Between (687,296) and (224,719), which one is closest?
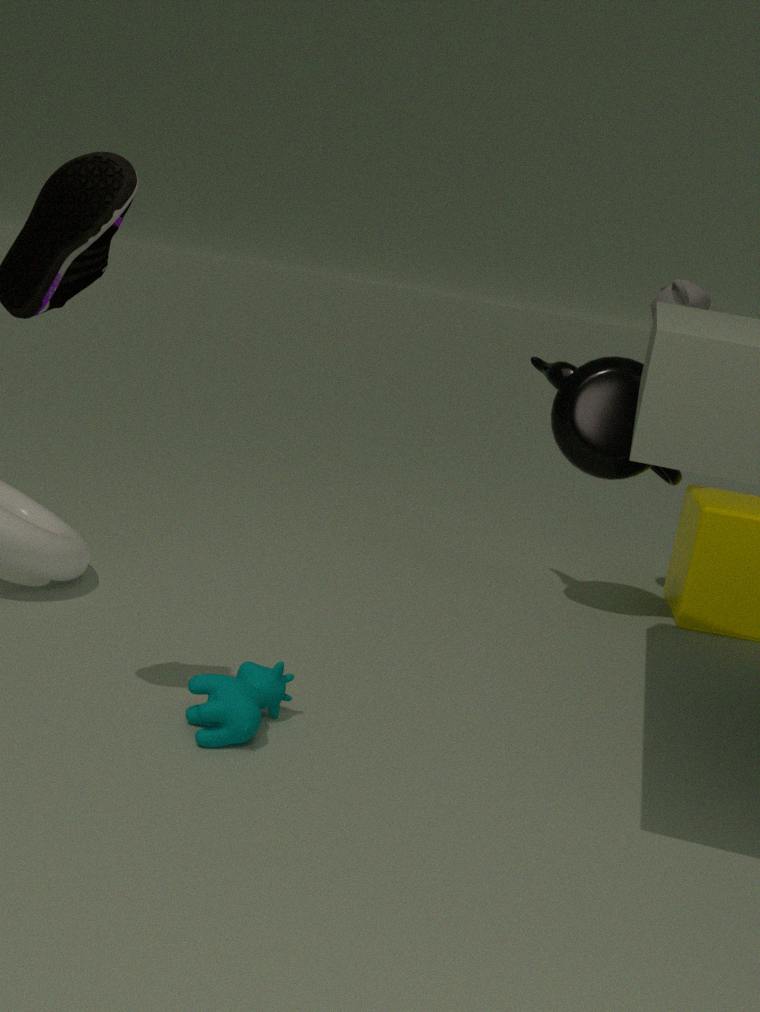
(224,719)
